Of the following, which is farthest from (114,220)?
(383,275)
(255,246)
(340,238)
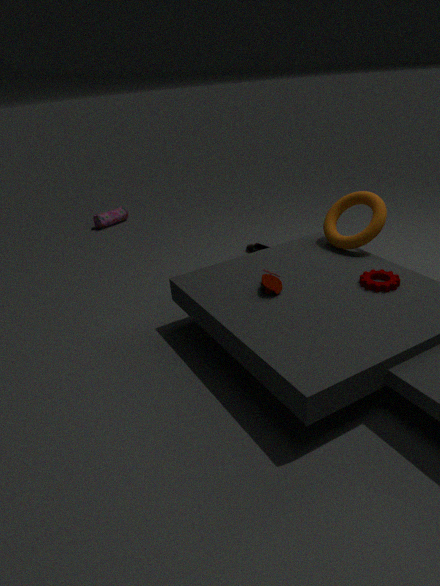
(383,275)
